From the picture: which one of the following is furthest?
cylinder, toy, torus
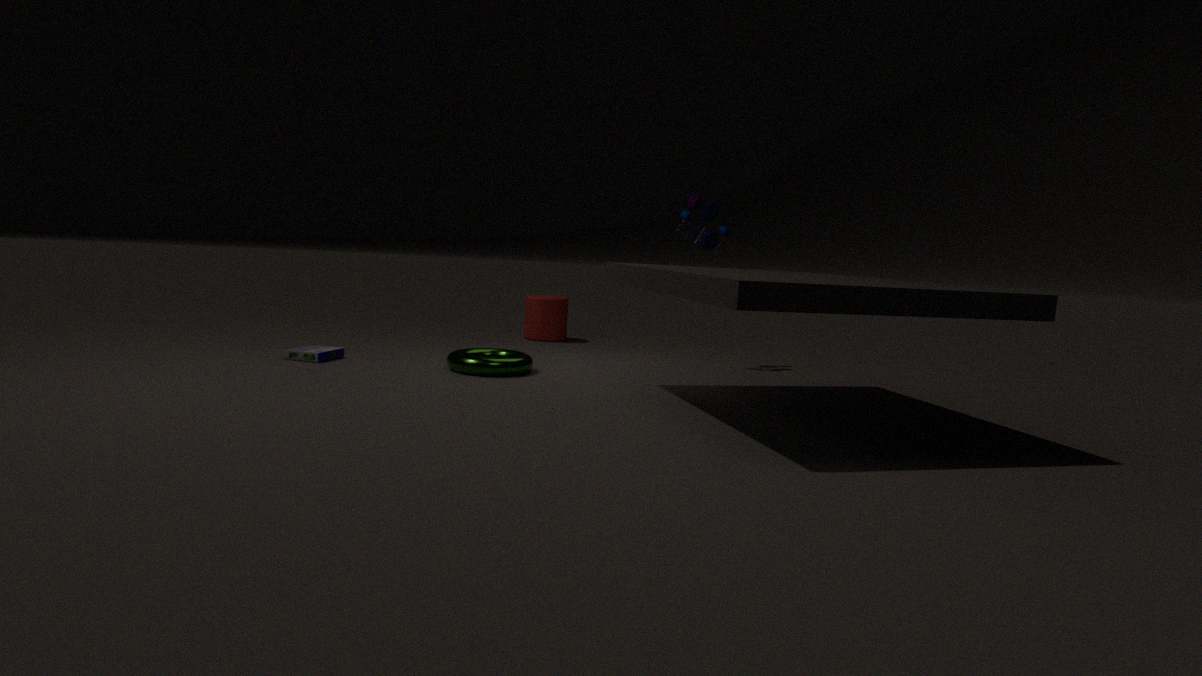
cylinder
